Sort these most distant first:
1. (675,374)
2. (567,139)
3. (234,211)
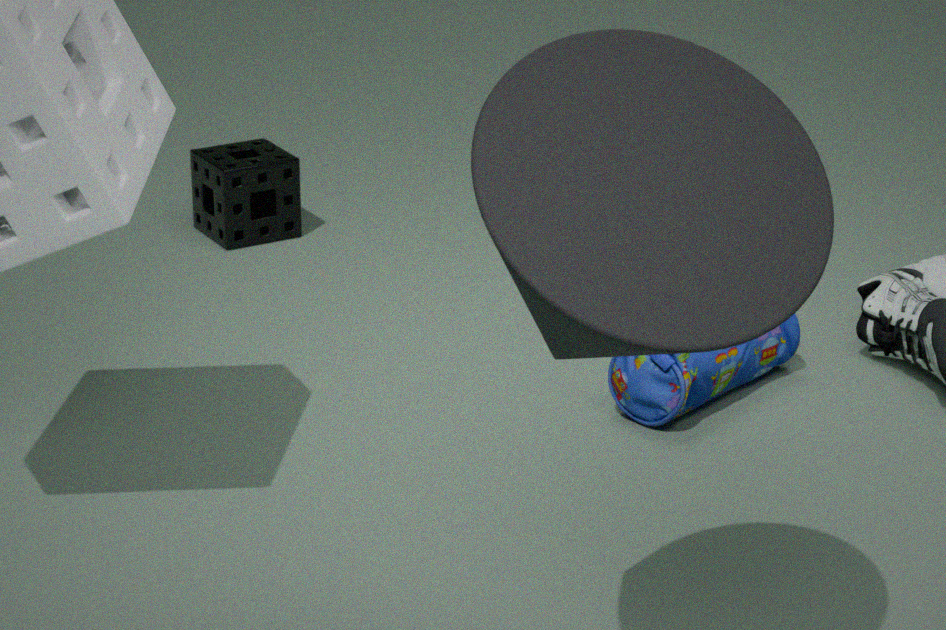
(234,211)
(675,374)
(567,139)
